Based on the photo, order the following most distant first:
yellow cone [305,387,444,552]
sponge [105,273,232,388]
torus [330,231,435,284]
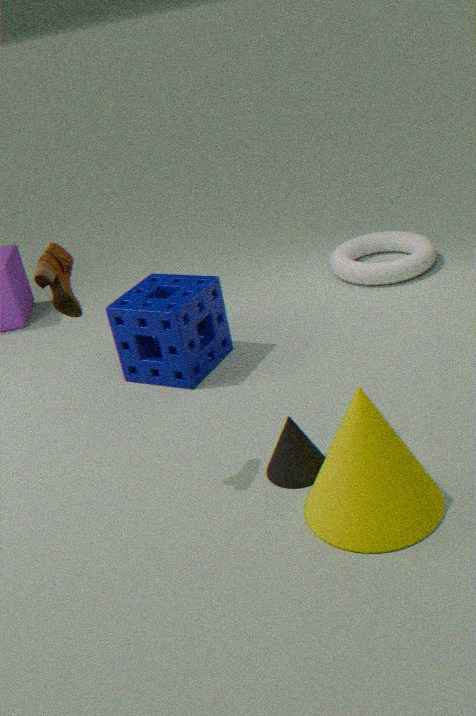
torus [330,231,435,284] < sponge [105,273,232,388] < yellow cone [305,387,444,552]
